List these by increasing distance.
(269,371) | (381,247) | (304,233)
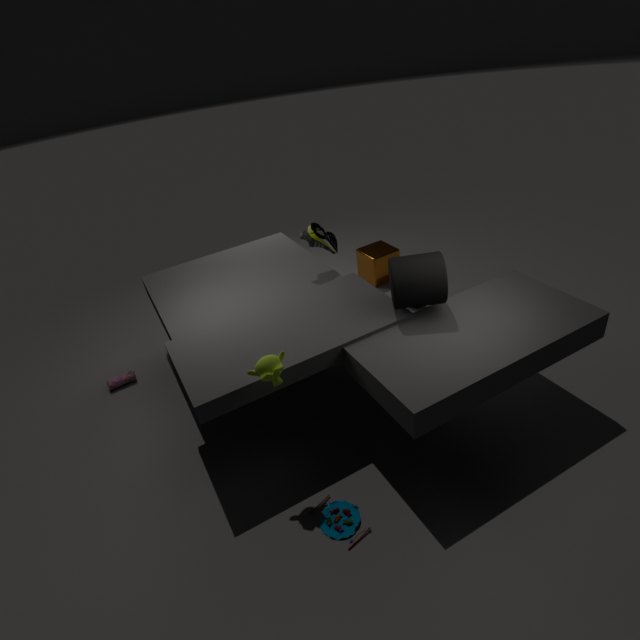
1. (269,371)
2. (304,233)
3. (381,247)
